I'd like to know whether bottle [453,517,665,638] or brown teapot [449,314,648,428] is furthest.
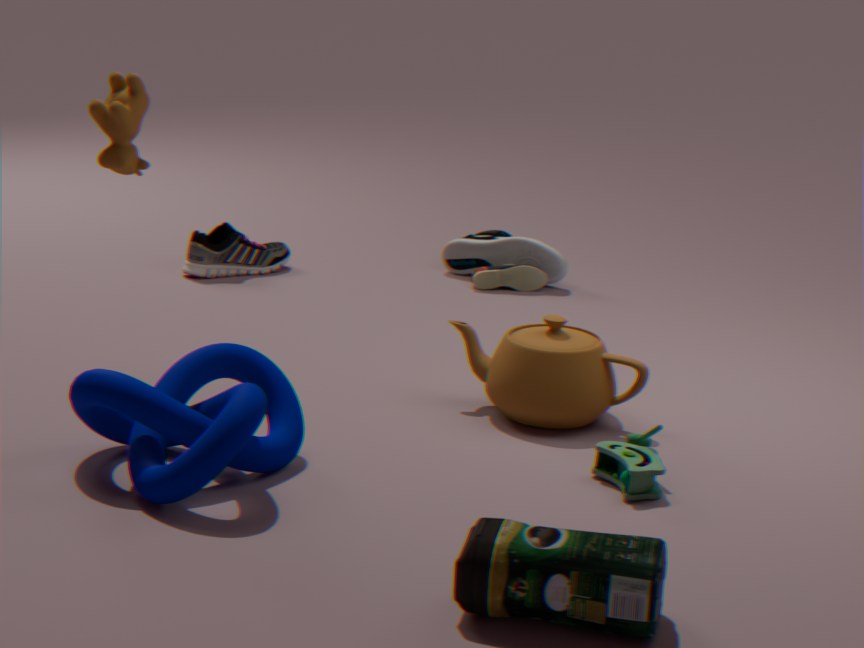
brown teapot [449,314,648,428]
